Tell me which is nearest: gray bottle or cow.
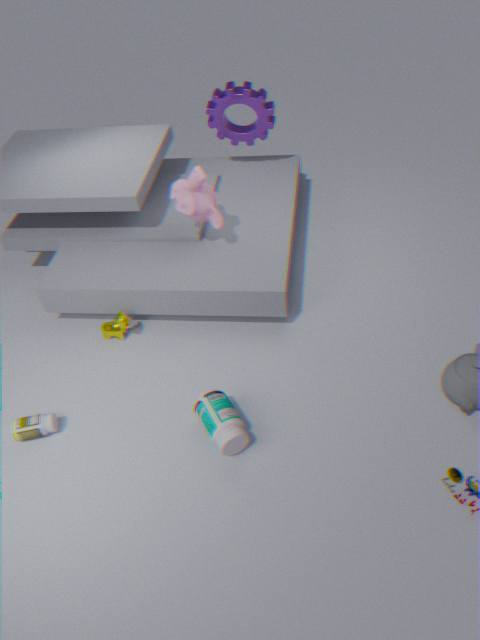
gray bottle
